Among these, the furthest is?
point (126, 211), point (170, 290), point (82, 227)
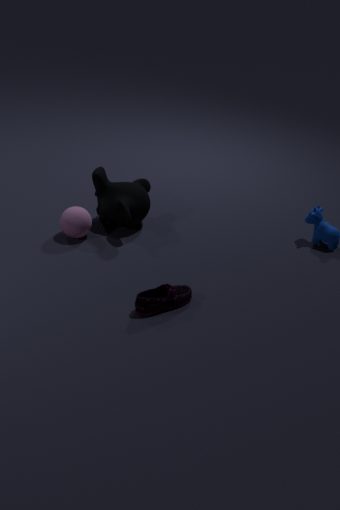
point (82, 227)
